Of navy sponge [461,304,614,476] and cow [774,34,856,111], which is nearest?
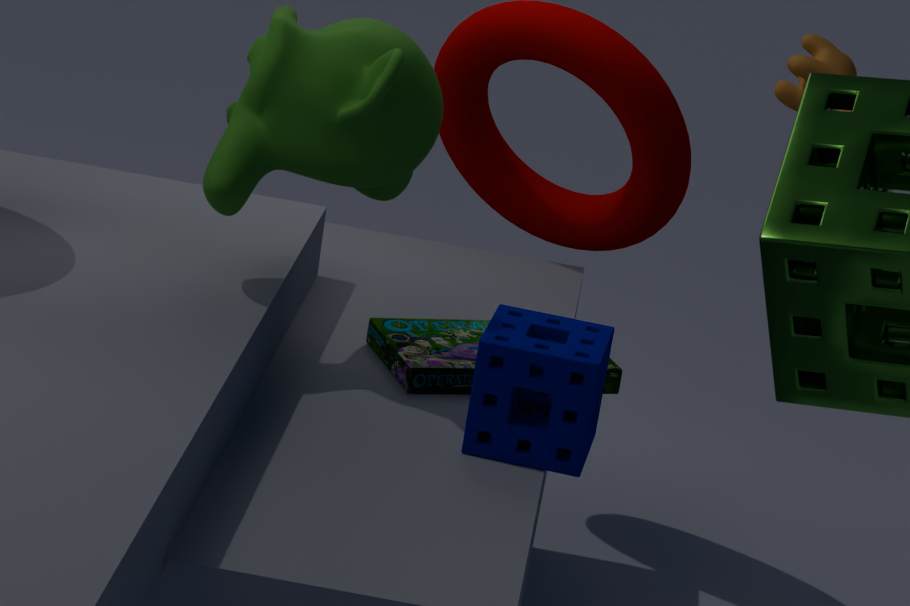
navy sponge [461,304,614,476]
